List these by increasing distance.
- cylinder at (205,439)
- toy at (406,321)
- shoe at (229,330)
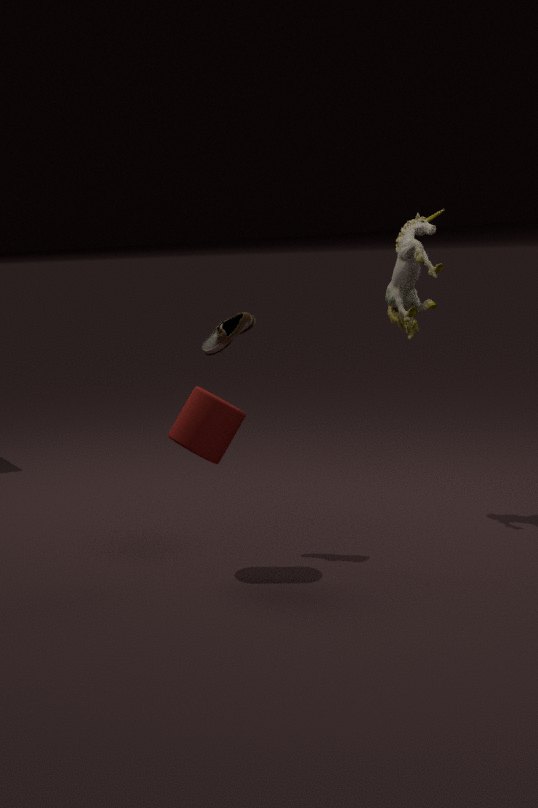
1. cylinder at (205,439)
2. shoe at (229,330)
3. toy at (406,321)
